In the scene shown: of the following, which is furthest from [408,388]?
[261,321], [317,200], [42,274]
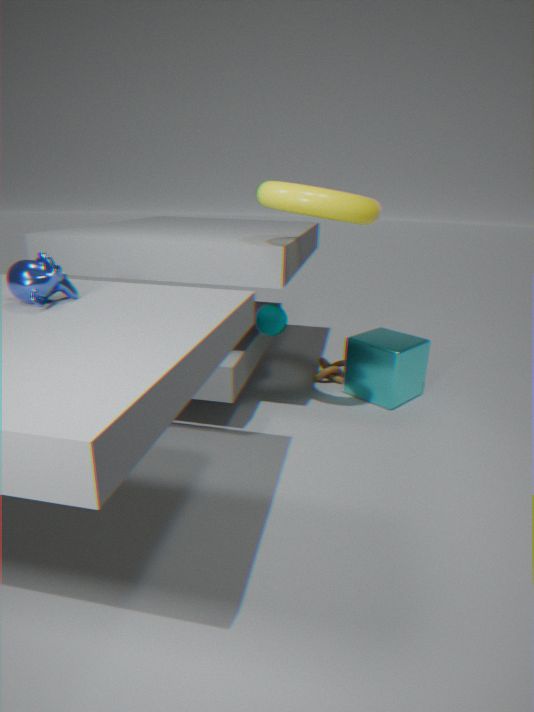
[42,274]
